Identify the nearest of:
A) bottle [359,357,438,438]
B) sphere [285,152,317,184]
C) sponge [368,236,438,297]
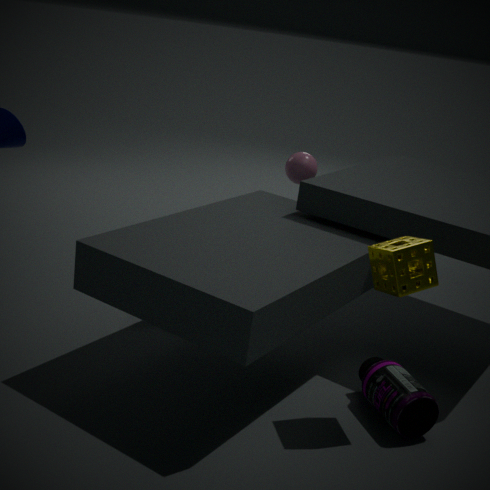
sponge [368,236,438,297]
